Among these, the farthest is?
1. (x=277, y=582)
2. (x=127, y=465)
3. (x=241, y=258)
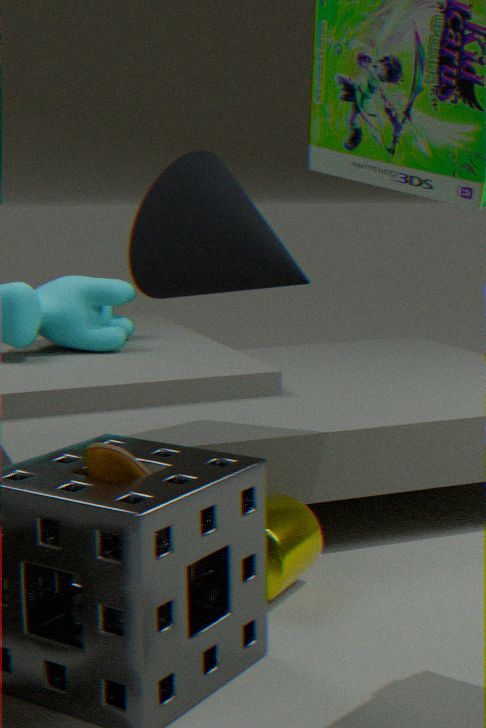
(x=277, y=582)
